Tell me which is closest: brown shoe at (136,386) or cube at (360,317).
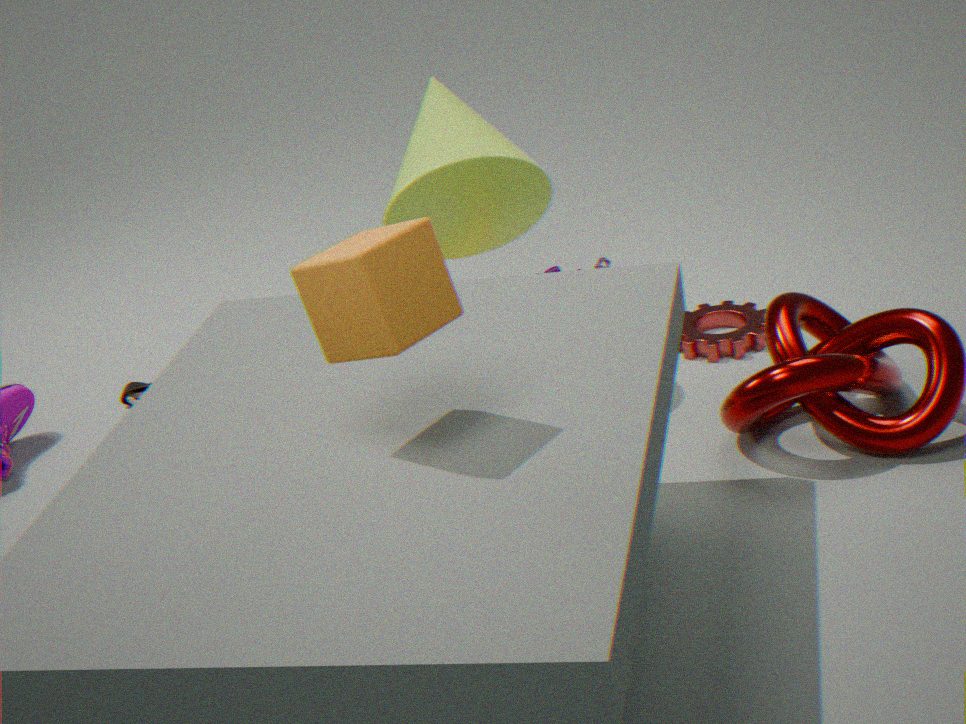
cube at (360,317)
